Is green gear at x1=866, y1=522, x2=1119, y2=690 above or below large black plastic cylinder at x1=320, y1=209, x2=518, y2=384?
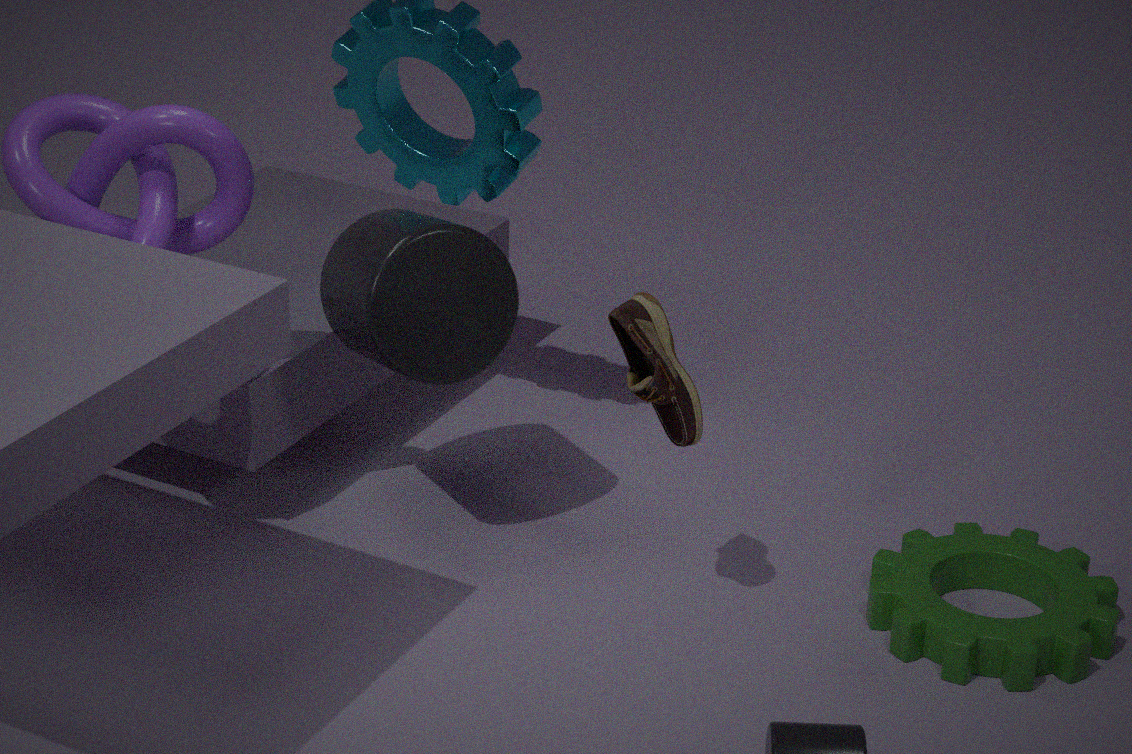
below
